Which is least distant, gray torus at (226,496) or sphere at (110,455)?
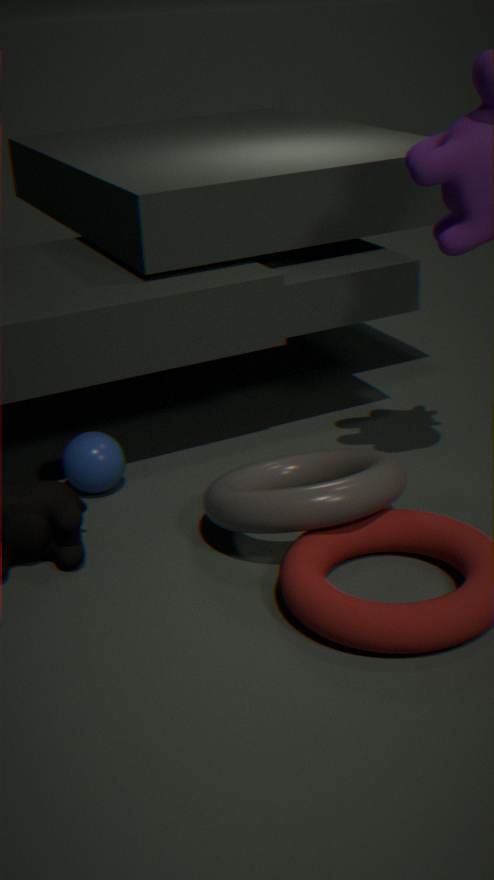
gray torus at (226,496)
